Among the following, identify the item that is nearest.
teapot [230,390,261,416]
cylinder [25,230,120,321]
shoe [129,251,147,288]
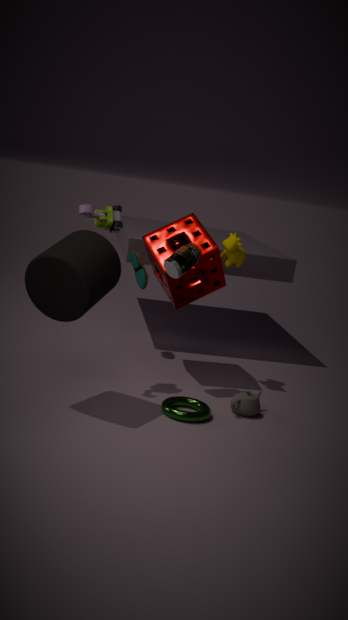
cylinder [25,230,120,321]
